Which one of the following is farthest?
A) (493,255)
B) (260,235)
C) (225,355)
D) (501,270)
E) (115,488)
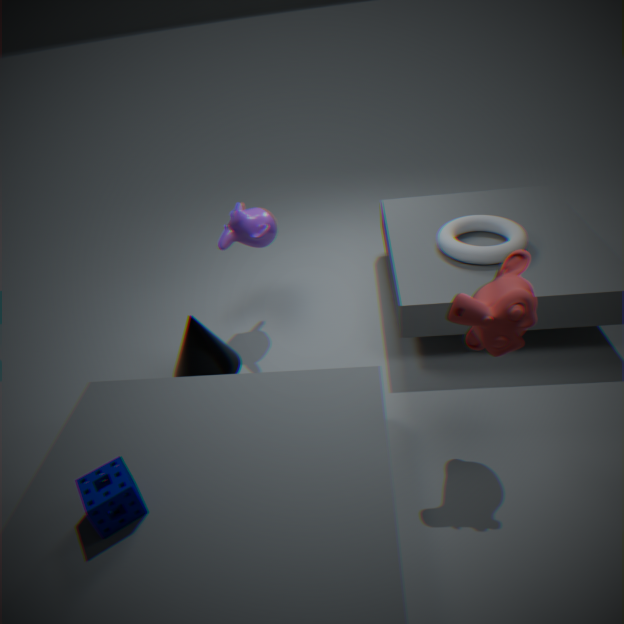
(225,355)
